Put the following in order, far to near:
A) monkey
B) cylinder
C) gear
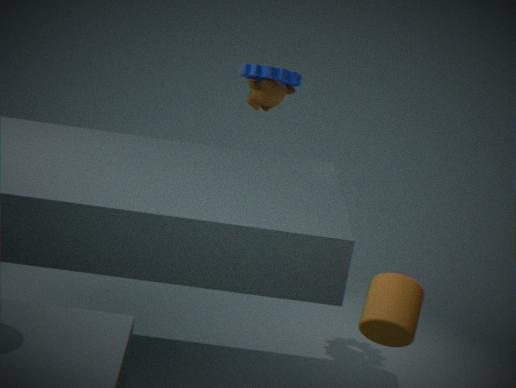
1. monkey
2. gear
3. cylinder
